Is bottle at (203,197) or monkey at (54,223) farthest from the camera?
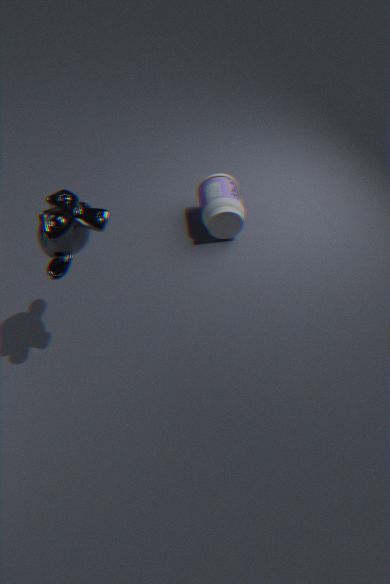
bottle at (203,197)
